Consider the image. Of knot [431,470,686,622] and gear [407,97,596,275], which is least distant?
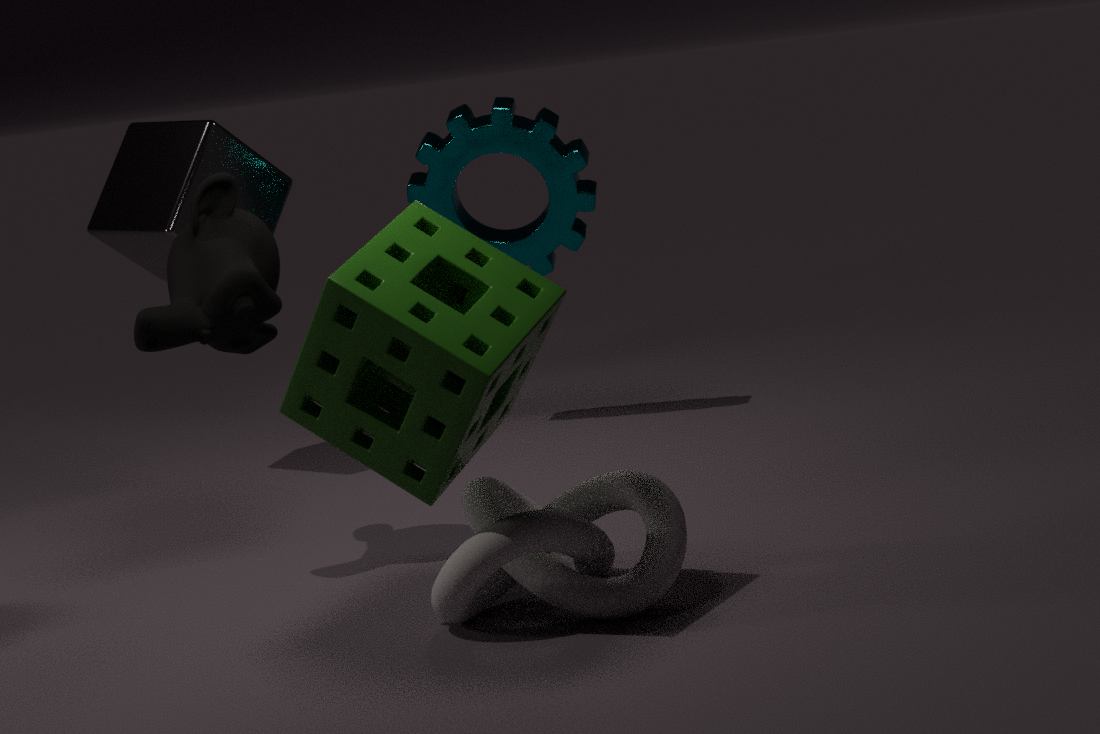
knot [431,470,686,622]
